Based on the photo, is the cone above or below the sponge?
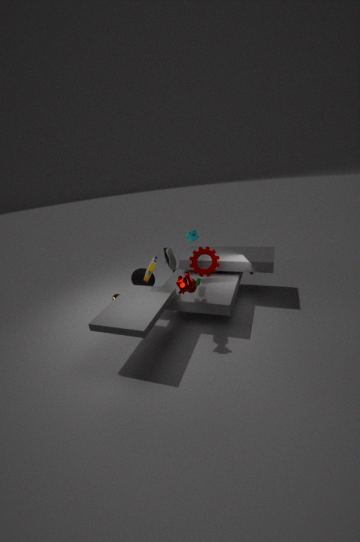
below
